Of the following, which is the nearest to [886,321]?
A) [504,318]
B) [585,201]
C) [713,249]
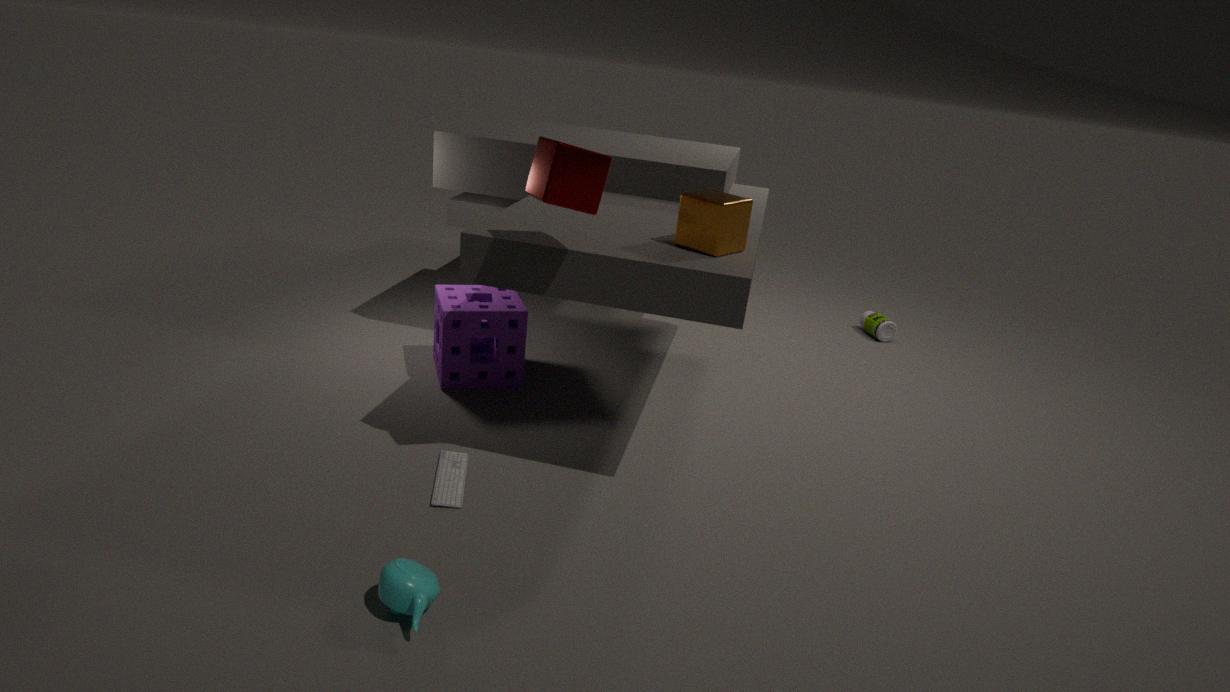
[713,249]
